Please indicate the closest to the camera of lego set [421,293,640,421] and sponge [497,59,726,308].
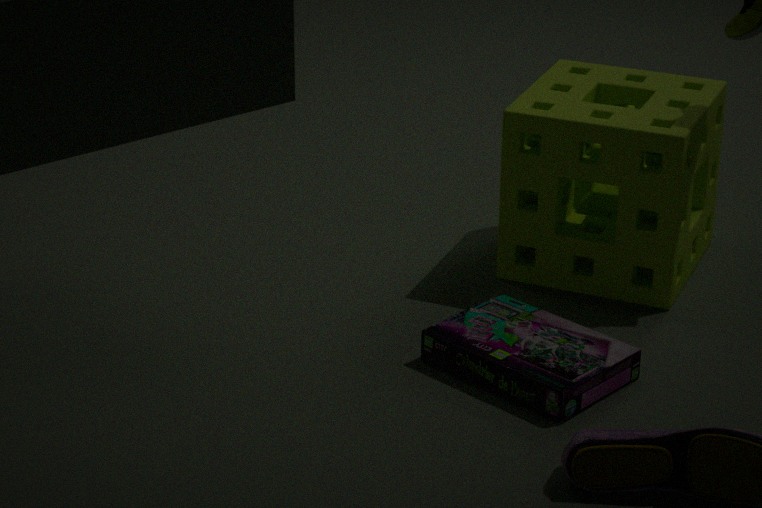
lego set [421,293,640,421]
